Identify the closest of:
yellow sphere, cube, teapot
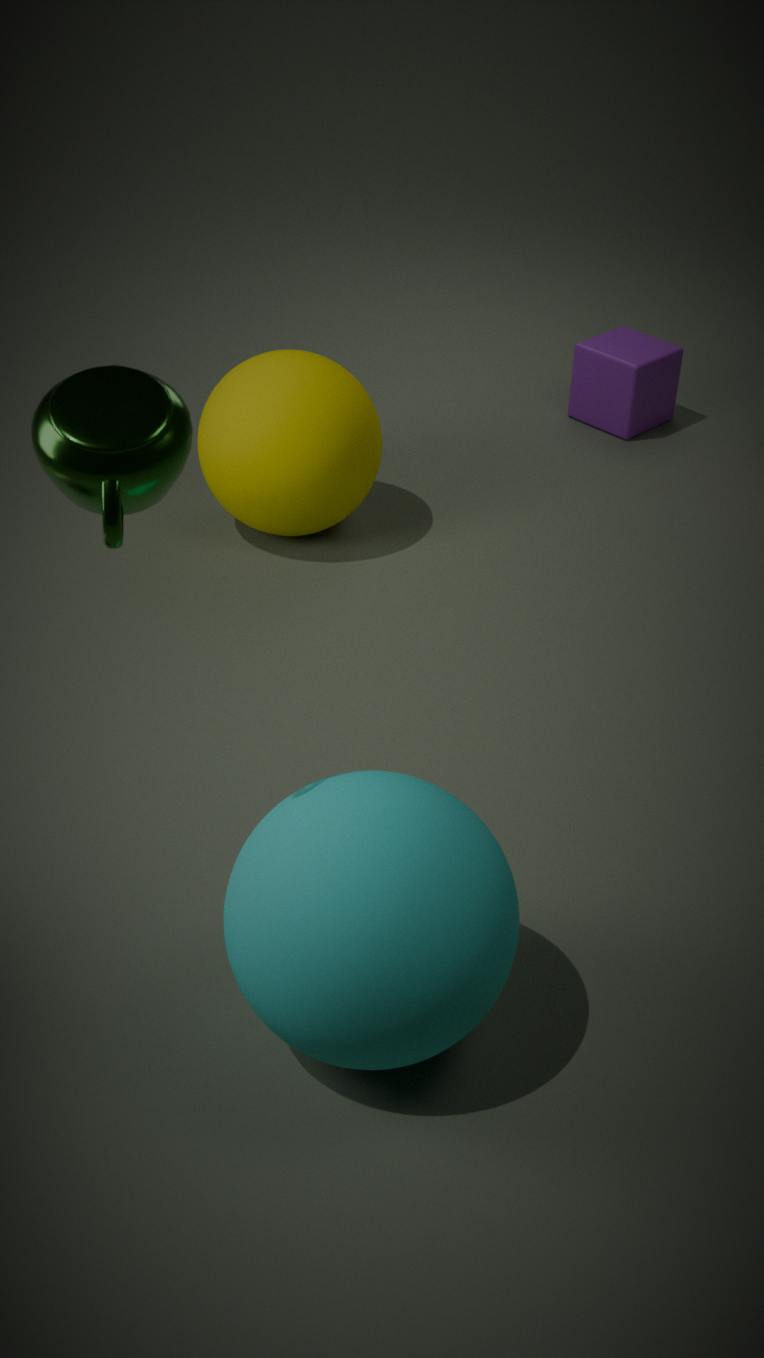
teapot
